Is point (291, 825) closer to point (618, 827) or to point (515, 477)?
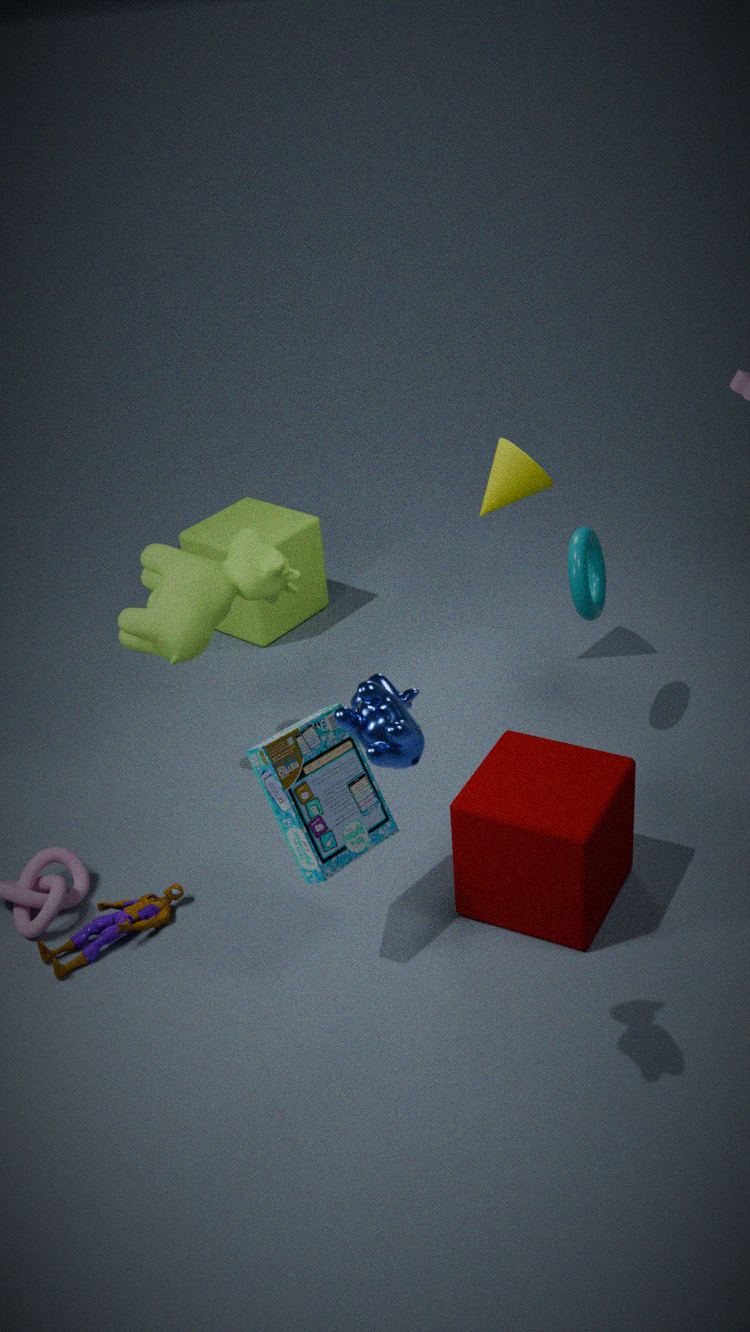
point (618, 827)
